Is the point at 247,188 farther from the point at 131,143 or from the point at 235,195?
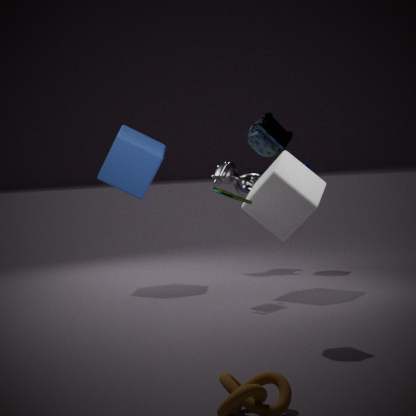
the point at 235,195
